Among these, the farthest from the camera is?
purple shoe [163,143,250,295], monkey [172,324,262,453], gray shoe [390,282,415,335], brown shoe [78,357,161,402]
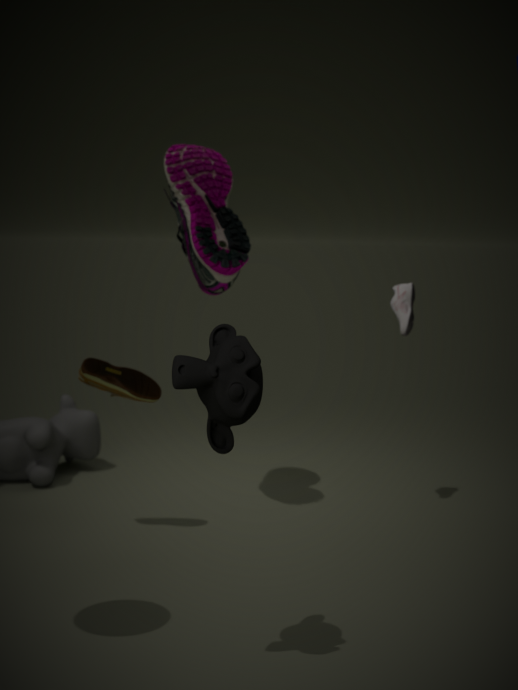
gray shoe [390,282,415,335]
